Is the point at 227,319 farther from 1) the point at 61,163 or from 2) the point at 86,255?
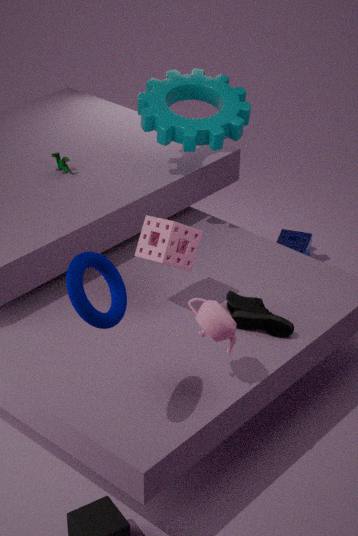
1) the point at 61,163
